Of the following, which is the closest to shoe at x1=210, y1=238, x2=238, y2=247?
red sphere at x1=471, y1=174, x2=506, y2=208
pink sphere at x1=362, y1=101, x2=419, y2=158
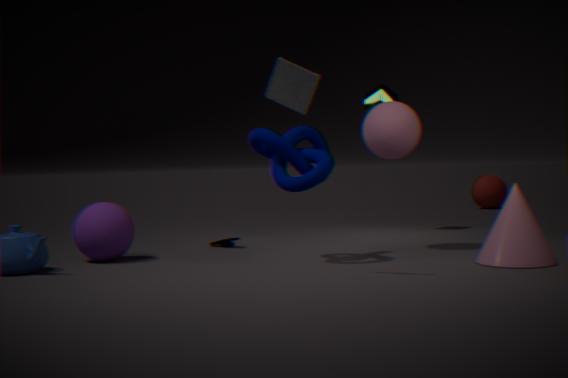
pink sphere at x1=362, y1=101, x2=419, y2=158
